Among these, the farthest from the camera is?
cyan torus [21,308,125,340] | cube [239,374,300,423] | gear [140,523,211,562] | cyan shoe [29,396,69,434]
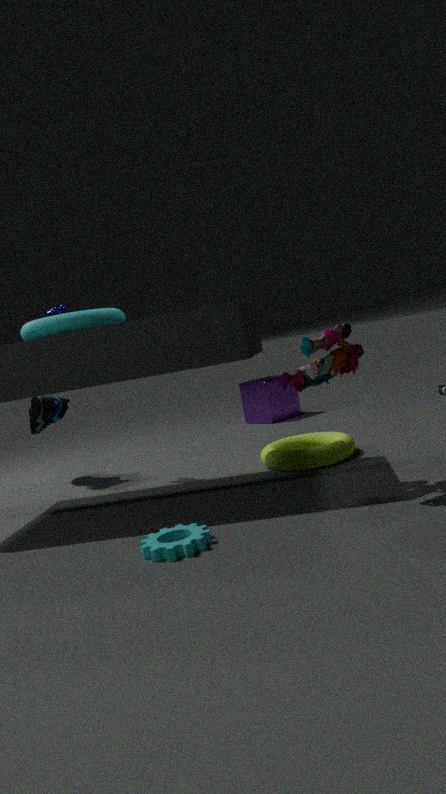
cube [239,374,300,423]
